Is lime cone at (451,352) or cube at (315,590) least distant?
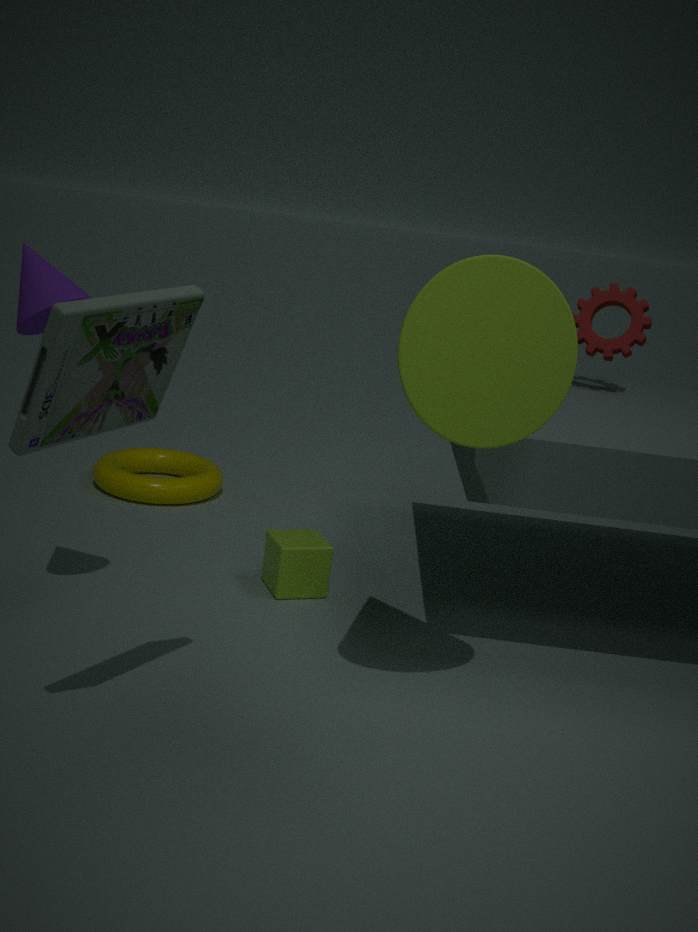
lime cone at (451,352)
